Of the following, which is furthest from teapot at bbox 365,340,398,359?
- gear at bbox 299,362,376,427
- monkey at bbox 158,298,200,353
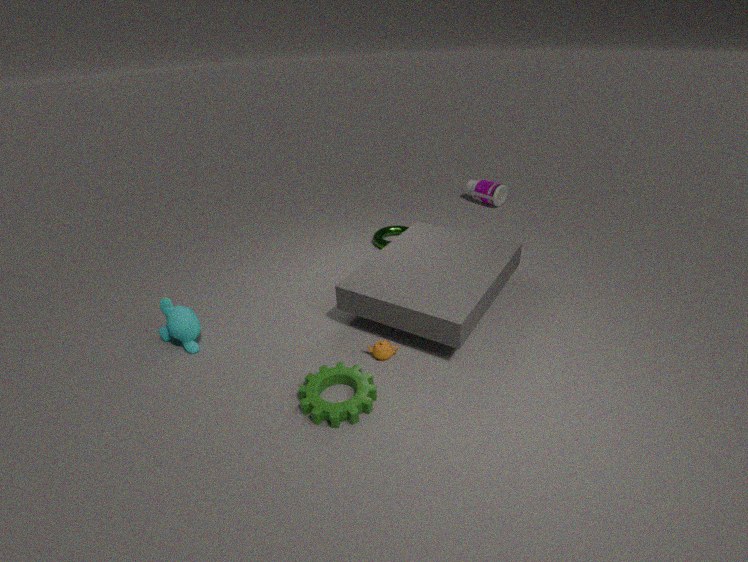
monkey at bbox 158,298,200,353
